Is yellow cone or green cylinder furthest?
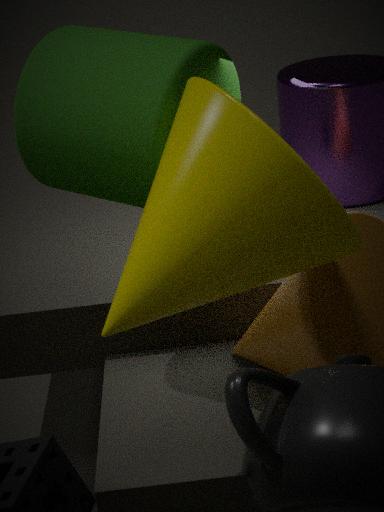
green cylinder
